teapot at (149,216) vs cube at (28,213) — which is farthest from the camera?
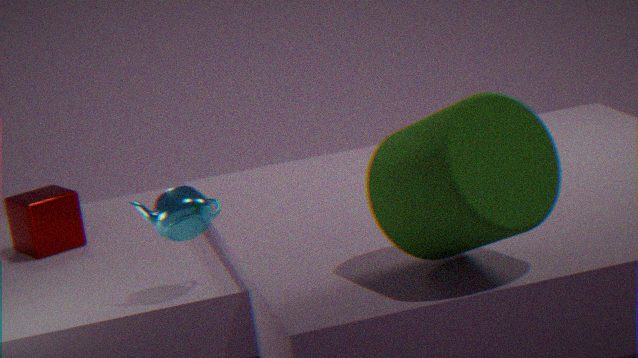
cube at (28,213)
